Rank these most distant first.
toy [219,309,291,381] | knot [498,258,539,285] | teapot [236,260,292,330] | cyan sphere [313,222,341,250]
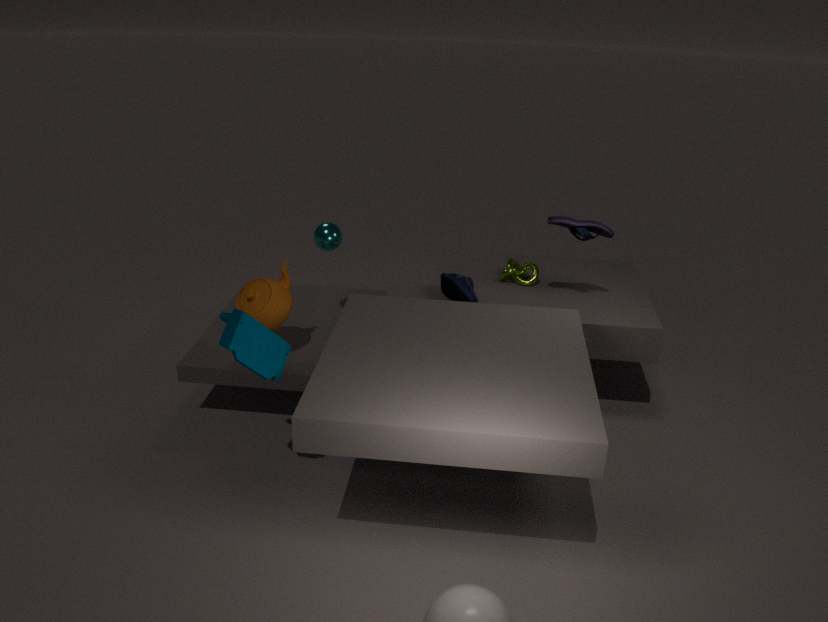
knot [498,258,539,285], cyan sphere [313,222,341,250], teapot [236,260,292,330], toy [219,309,291,381]
